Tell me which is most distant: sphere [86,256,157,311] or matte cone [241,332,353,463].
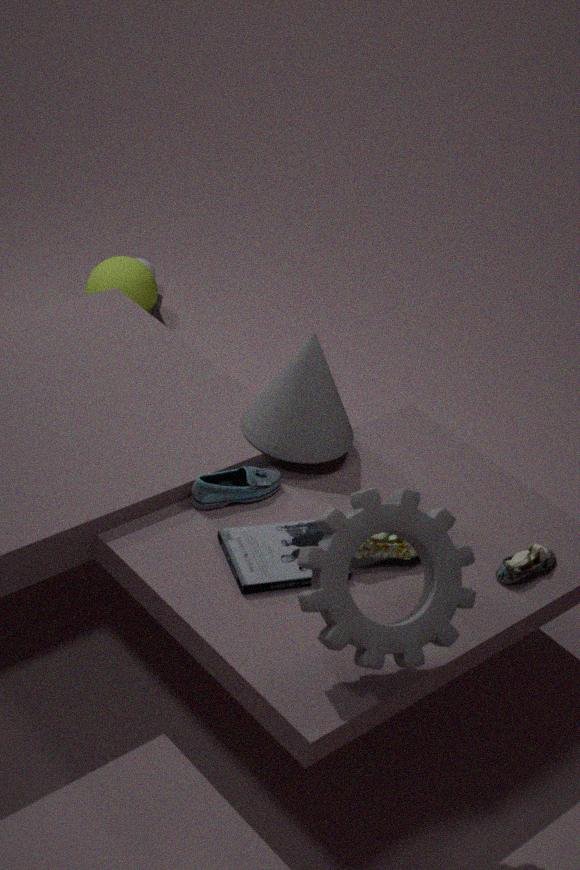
sphere [86,256,157,311]
